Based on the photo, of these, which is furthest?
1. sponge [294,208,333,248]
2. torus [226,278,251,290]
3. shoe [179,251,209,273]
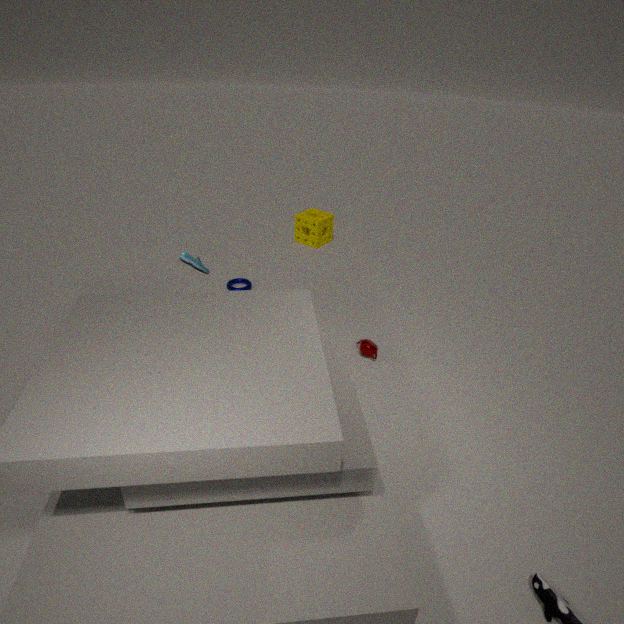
sponge [294,208,333,248]
